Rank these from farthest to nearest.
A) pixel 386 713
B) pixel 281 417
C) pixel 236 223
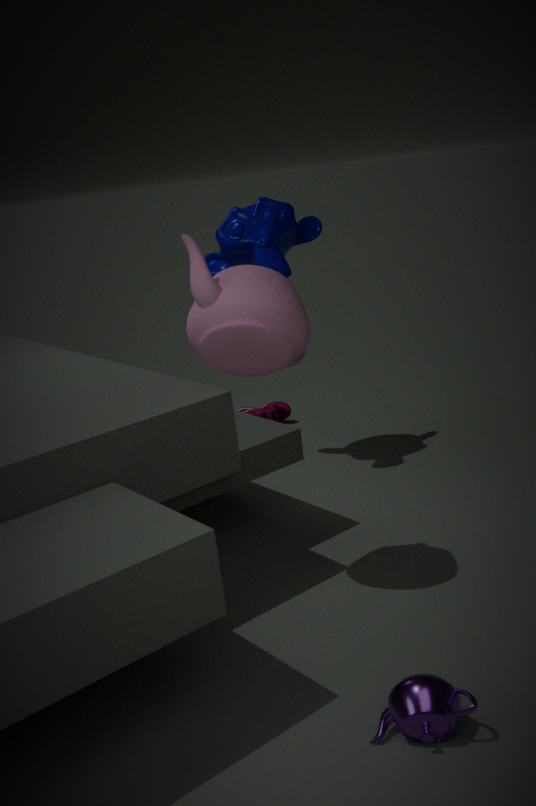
1. pixel 281 417
2. pixel 236 223
3. pixel 386 713
